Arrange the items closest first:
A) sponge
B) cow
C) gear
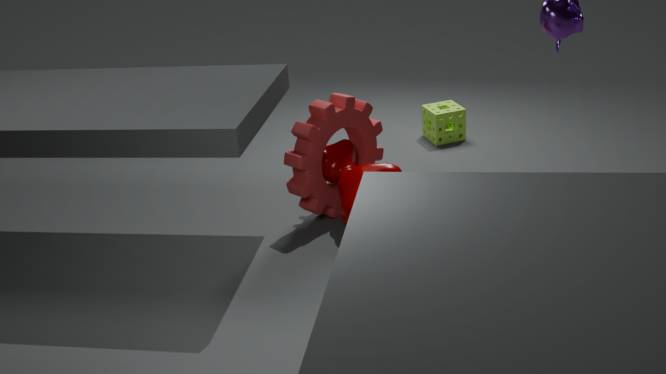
1. cow
2. gear
3. sponge
